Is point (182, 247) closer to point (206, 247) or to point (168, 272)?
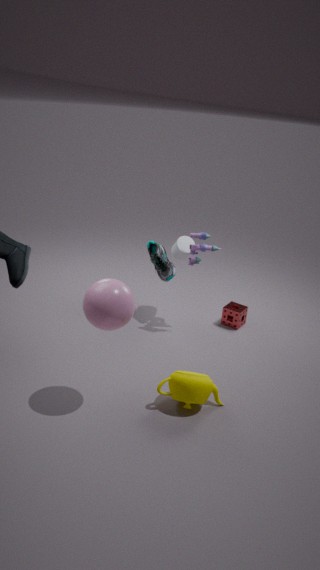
point (168, 272)
